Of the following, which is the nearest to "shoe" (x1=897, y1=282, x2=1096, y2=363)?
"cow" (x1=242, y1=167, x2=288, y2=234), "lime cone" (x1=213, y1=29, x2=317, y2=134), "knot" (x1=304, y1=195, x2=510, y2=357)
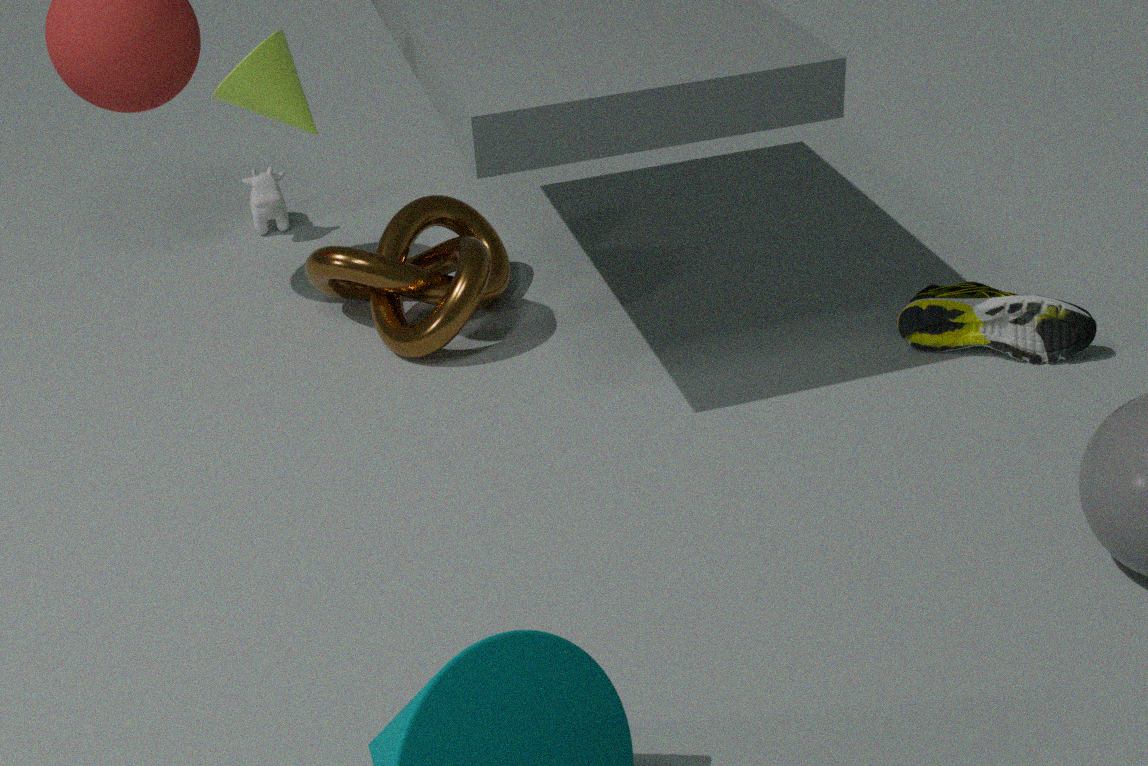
"knot" (x1=304, y1=195, x2=510, y2=357)
